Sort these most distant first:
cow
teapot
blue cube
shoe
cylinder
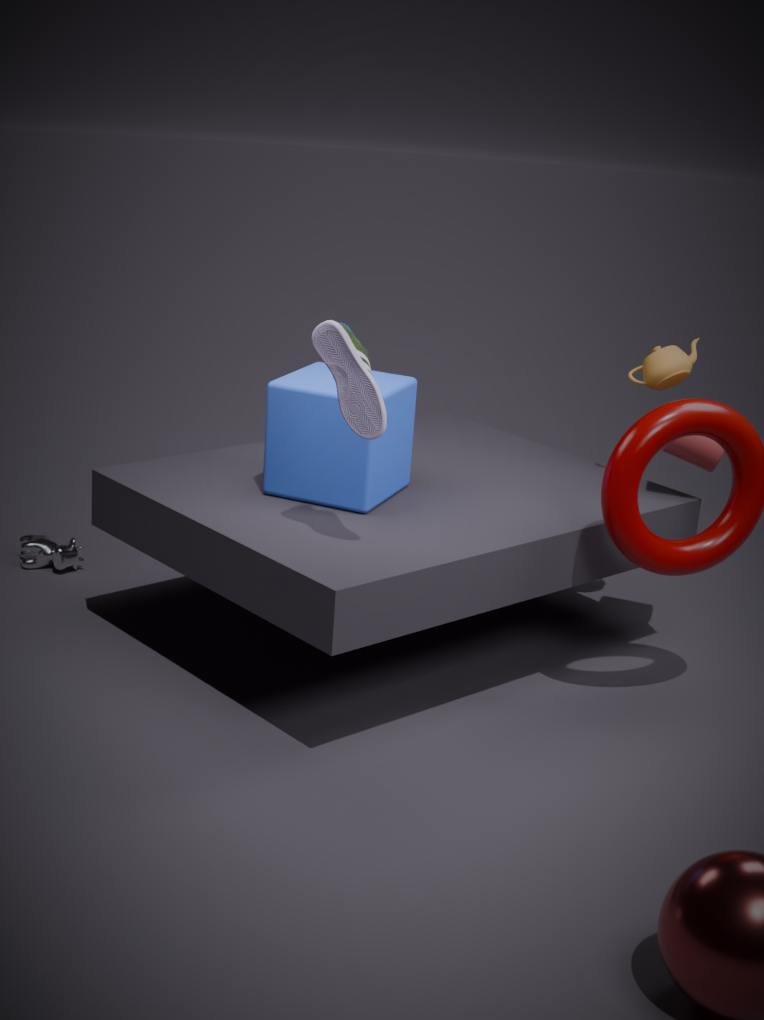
1. cow
2. teapot
3. cylinder
4. blue cube
5. shoe
